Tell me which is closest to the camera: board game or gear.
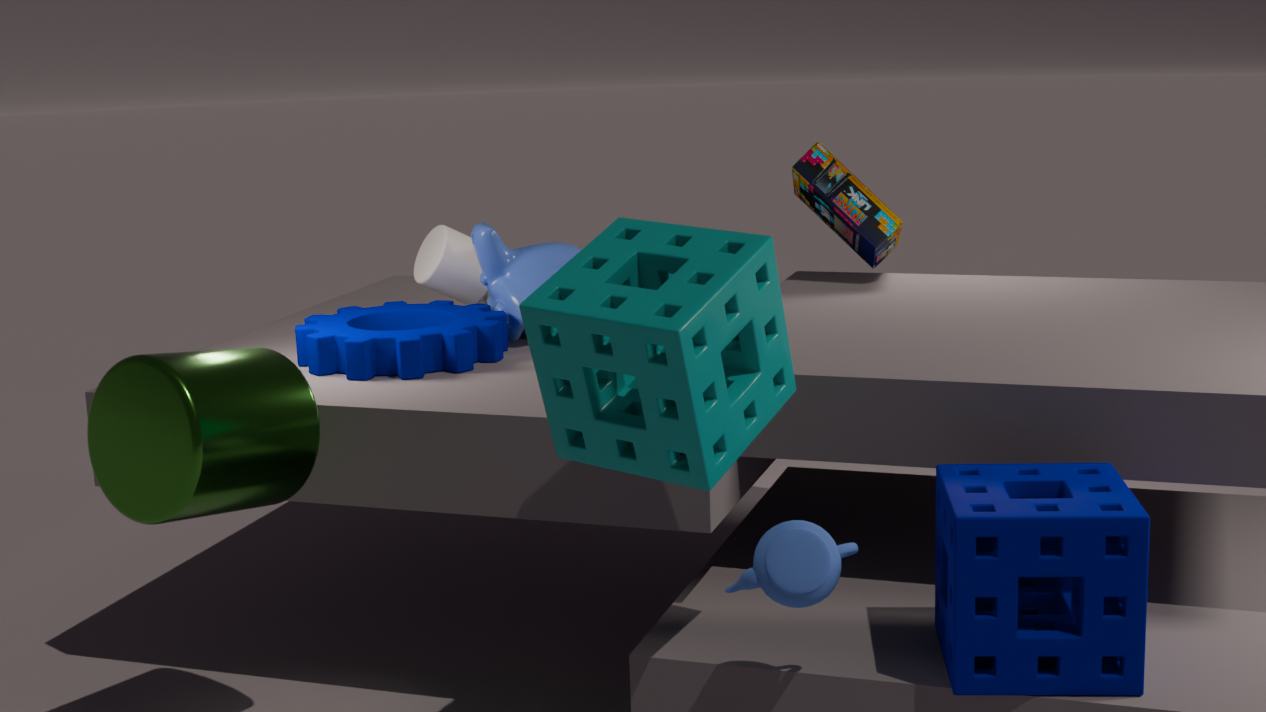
gear
